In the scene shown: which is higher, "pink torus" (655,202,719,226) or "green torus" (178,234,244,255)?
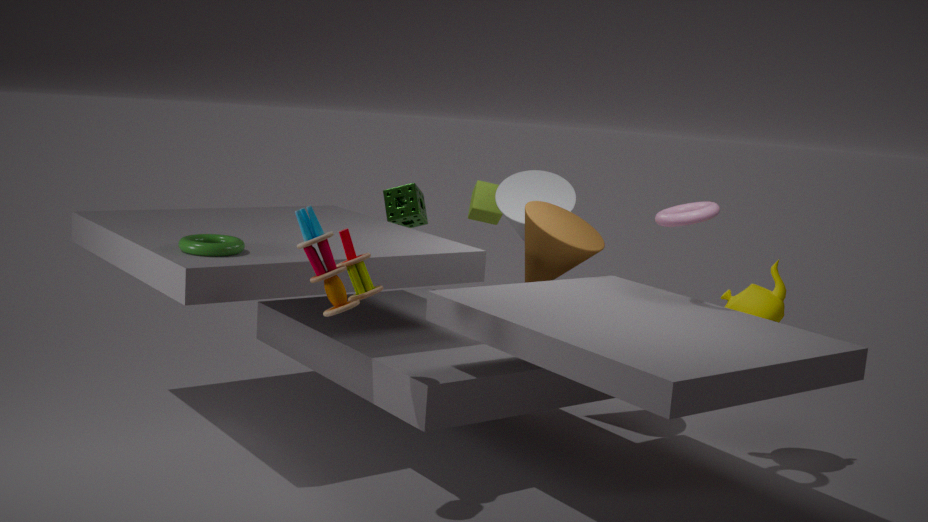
"pink torus" (655,202,719,226)
